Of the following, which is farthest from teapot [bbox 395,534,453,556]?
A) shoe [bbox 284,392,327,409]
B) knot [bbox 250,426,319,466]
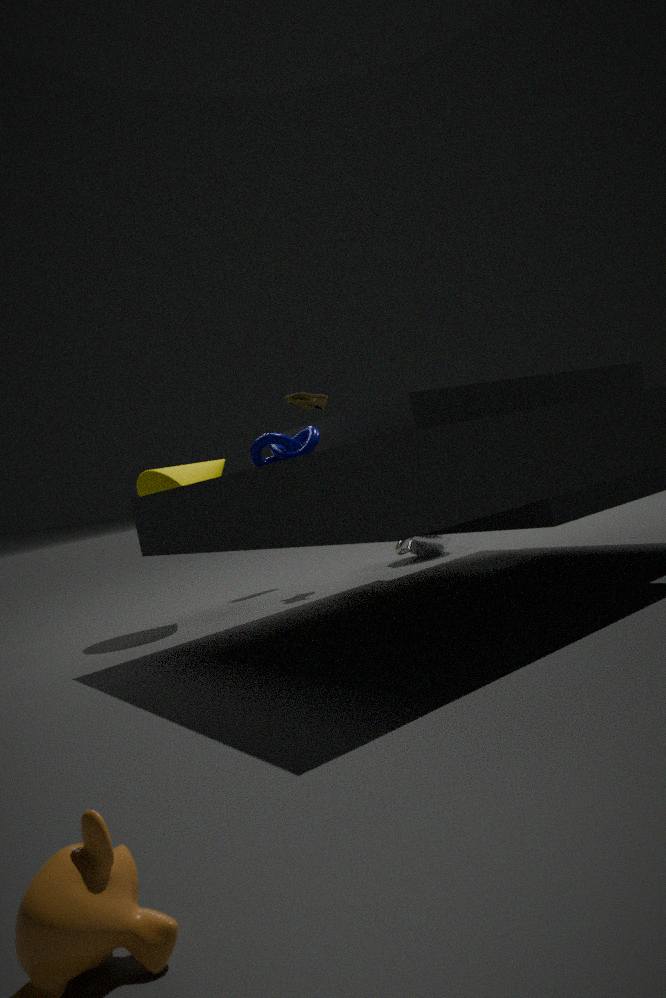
knot [bbox 250,426,319,466]
